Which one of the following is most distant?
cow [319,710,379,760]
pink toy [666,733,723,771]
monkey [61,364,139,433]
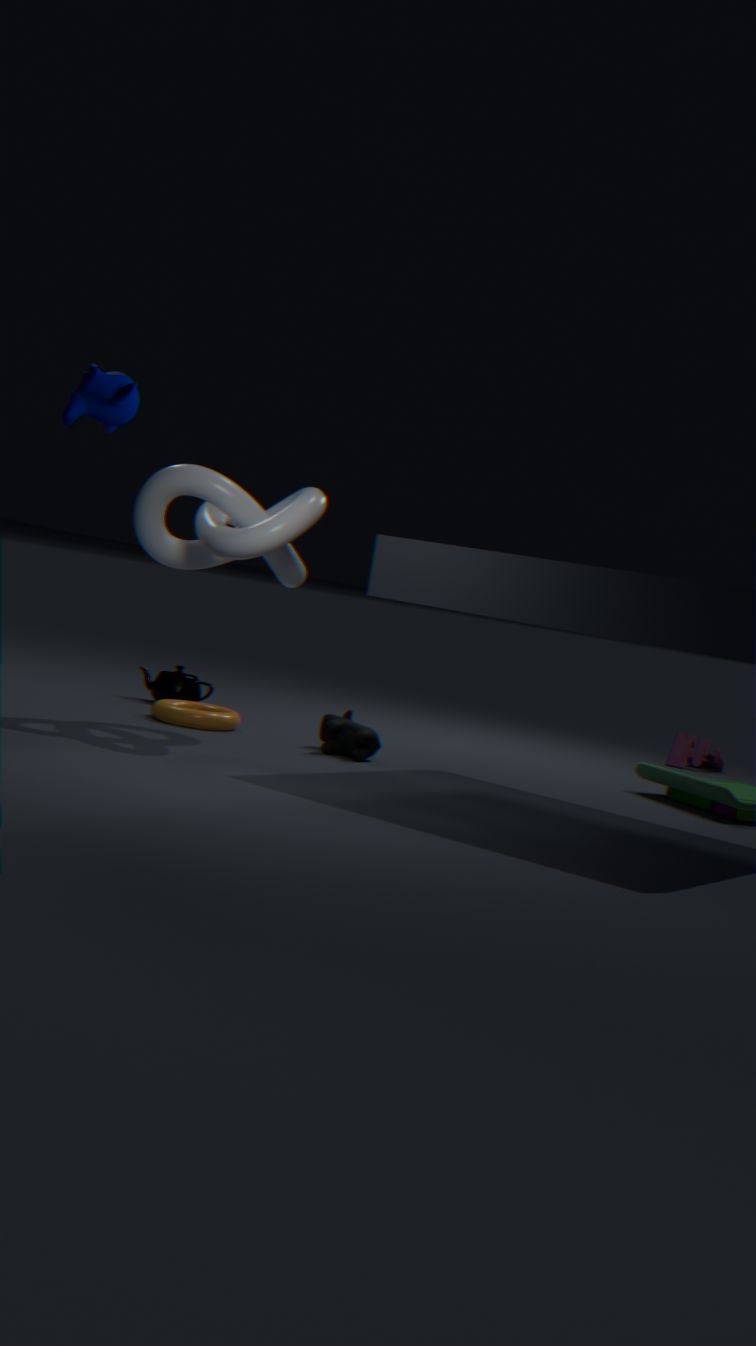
pink toy [666,733,723,771]
